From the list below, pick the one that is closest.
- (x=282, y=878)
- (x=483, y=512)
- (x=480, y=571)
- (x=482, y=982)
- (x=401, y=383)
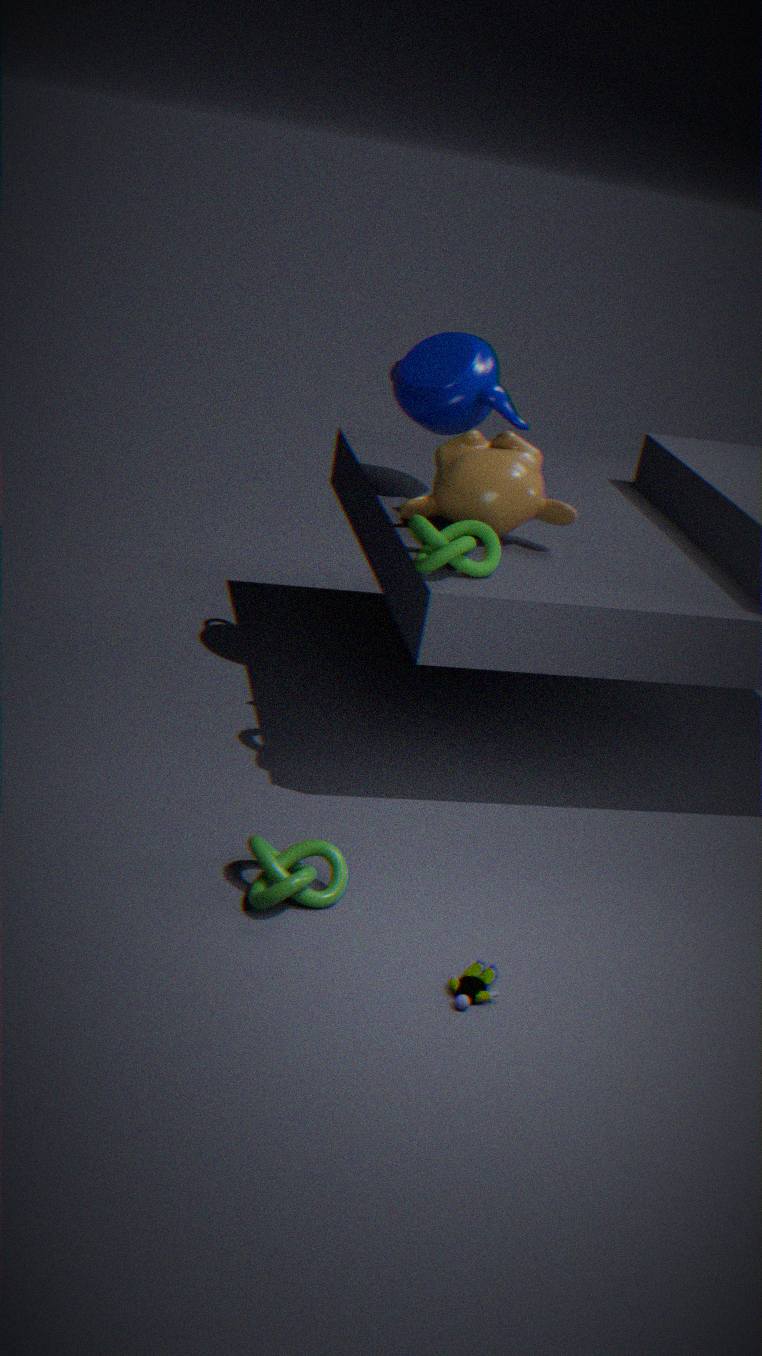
(x=482, y=982)
